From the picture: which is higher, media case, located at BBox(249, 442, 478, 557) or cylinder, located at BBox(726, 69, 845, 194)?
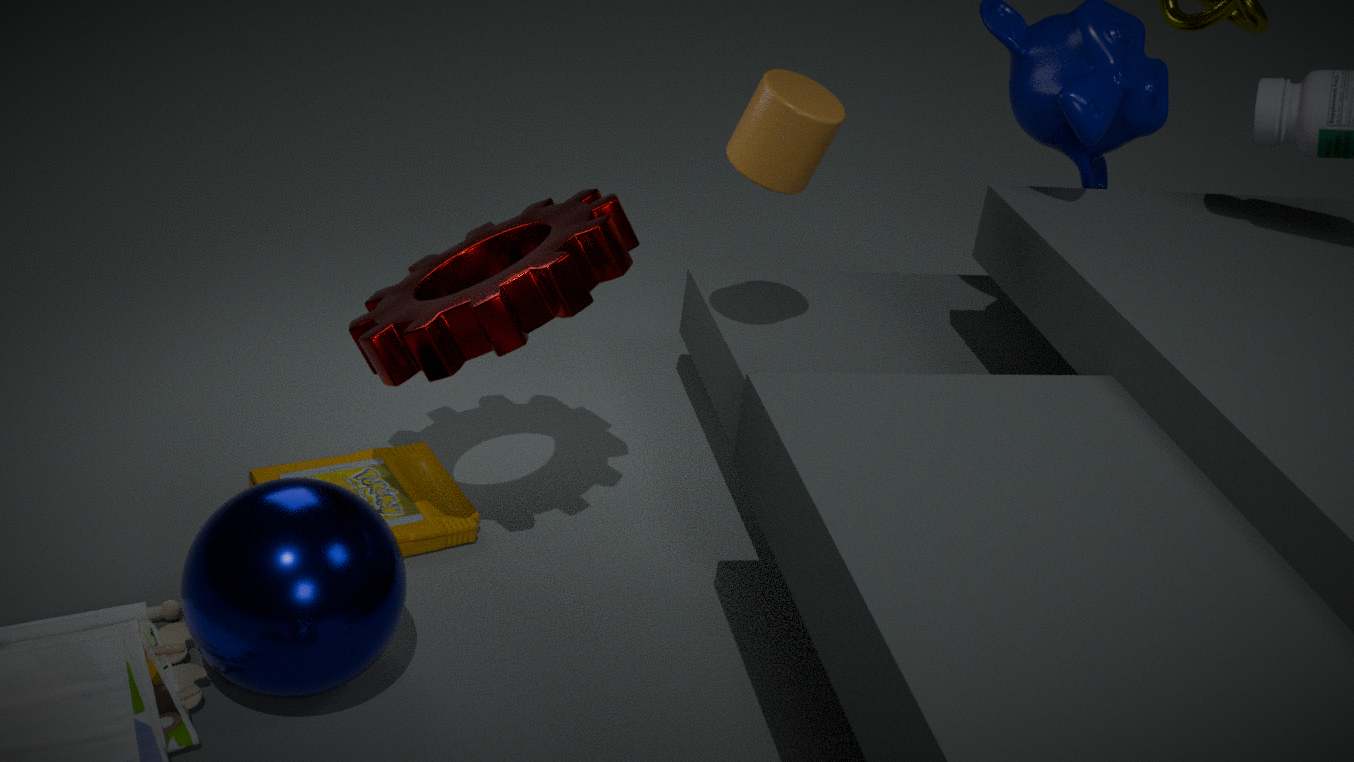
cylinder, located at BBox(726, 69, 845, 194)
